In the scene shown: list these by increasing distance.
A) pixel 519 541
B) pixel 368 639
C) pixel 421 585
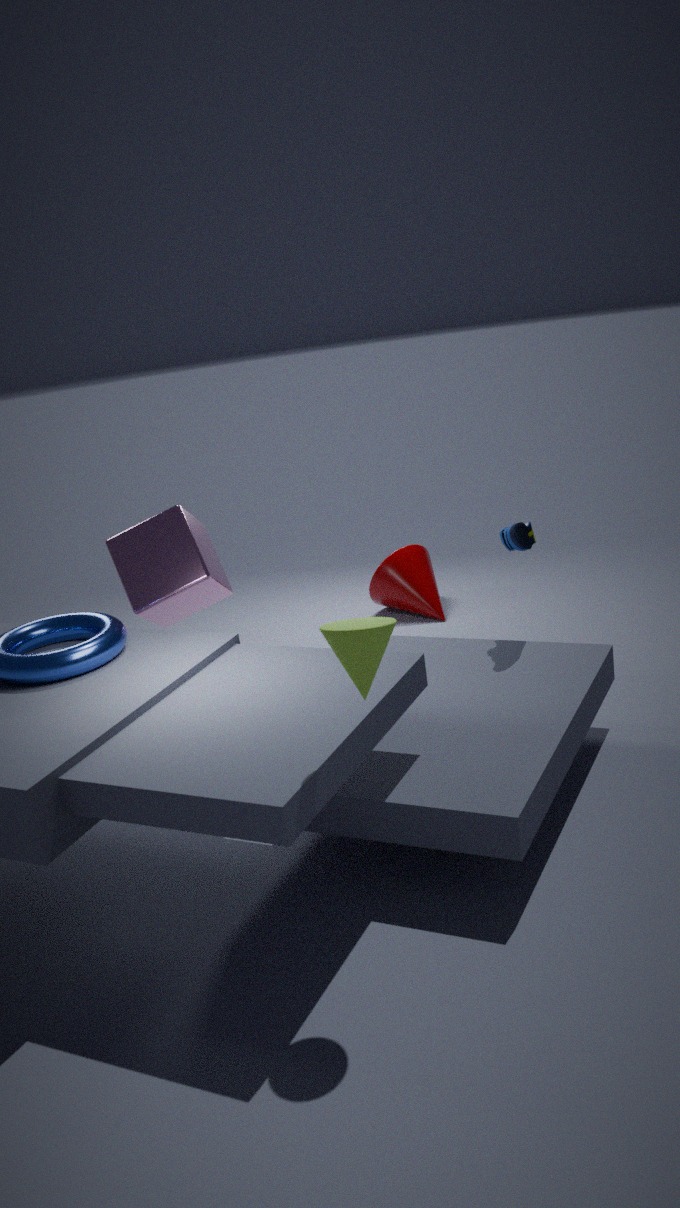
pixel 368 639
pixel 519 541
pixel 421 585
